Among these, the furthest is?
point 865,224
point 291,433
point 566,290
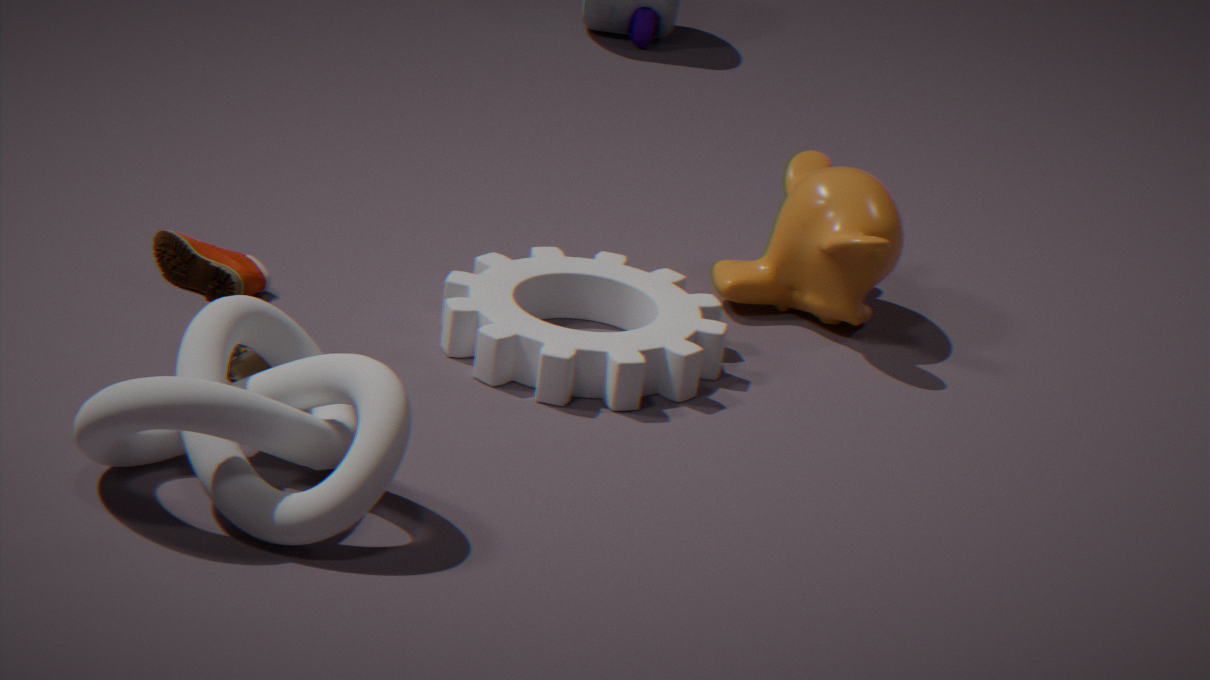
point 865,224
